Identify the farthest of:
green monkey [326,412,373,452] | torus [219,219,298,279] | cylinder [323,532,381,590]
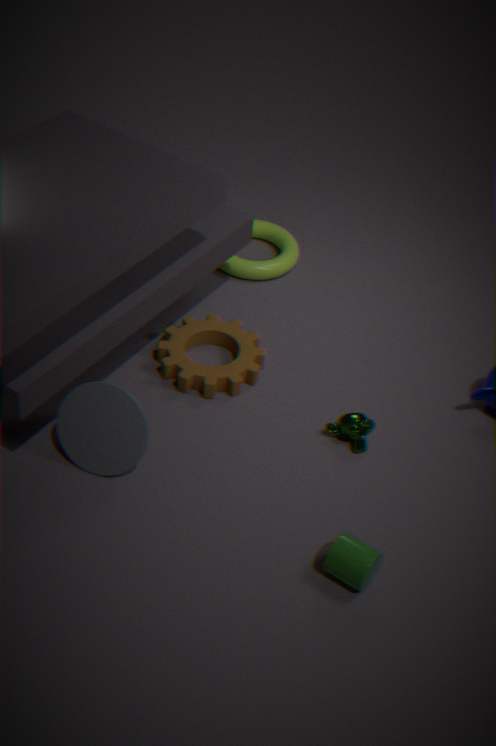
torus [219,219,298,279]
